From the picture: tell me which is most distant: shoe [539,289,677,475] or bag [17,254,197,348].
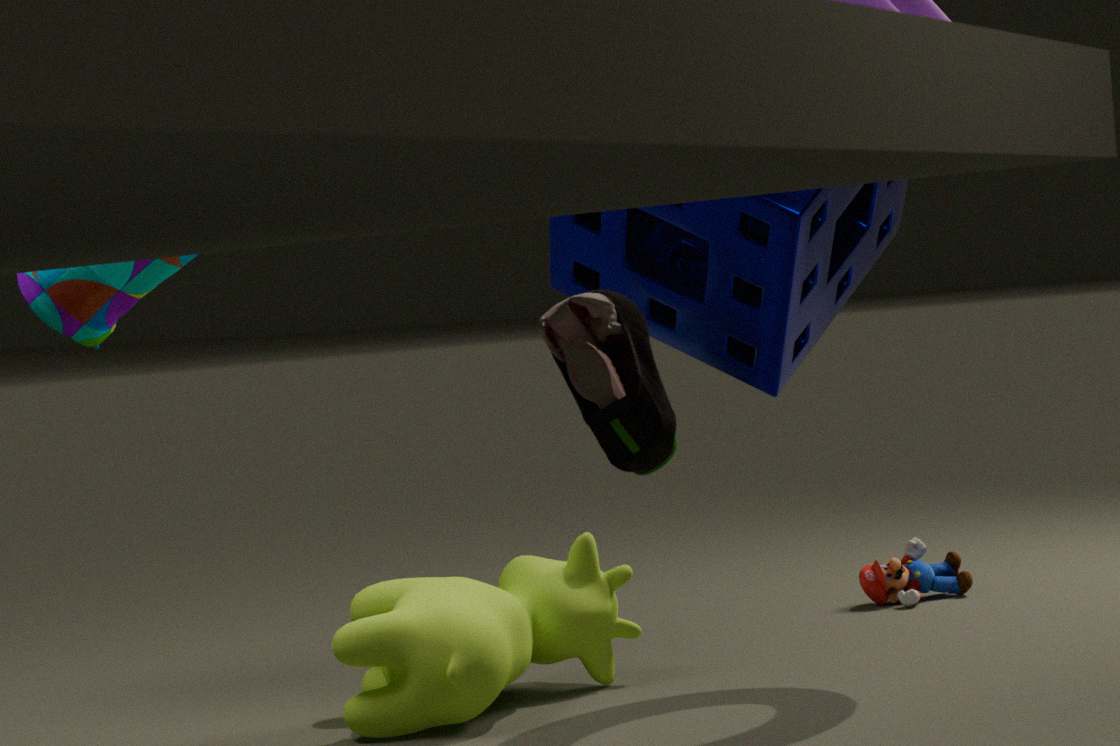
bag [17,254,197,348]
